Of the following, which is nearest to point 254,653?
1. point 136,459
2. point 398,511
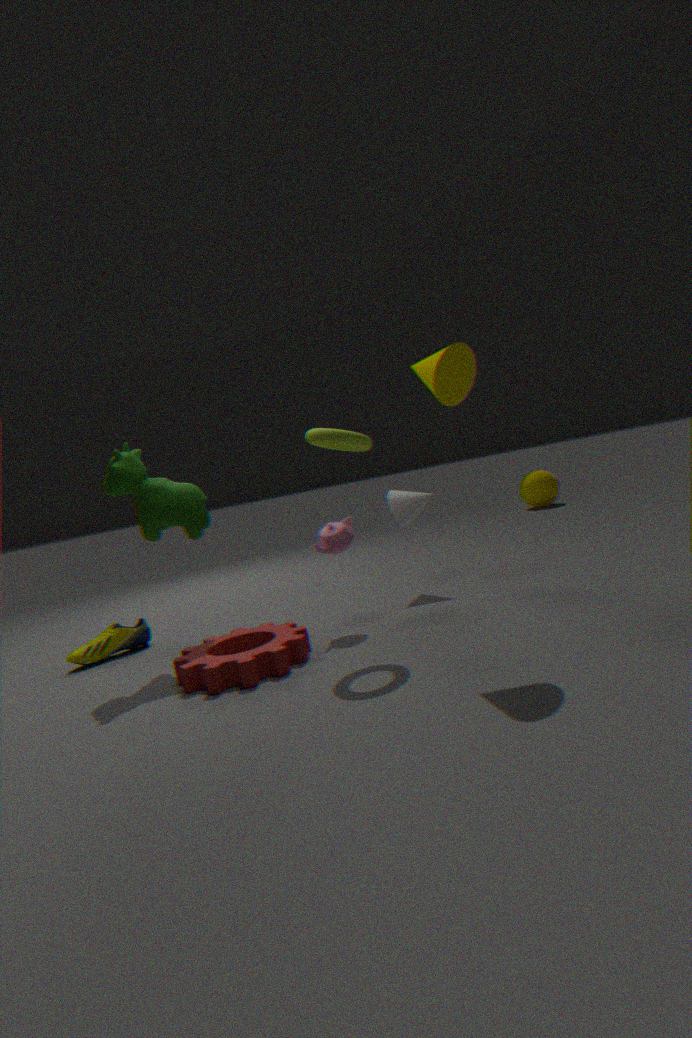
point 136,459
